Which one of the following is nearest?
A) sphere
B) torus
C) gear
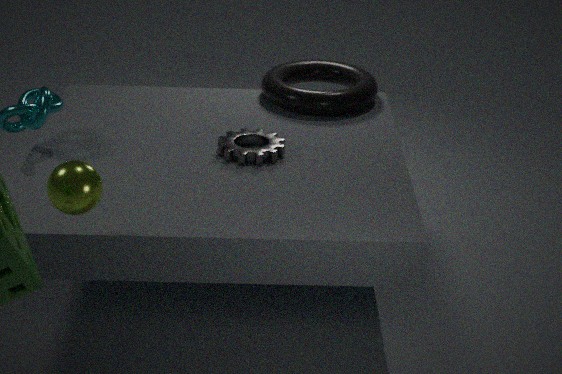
sphere
